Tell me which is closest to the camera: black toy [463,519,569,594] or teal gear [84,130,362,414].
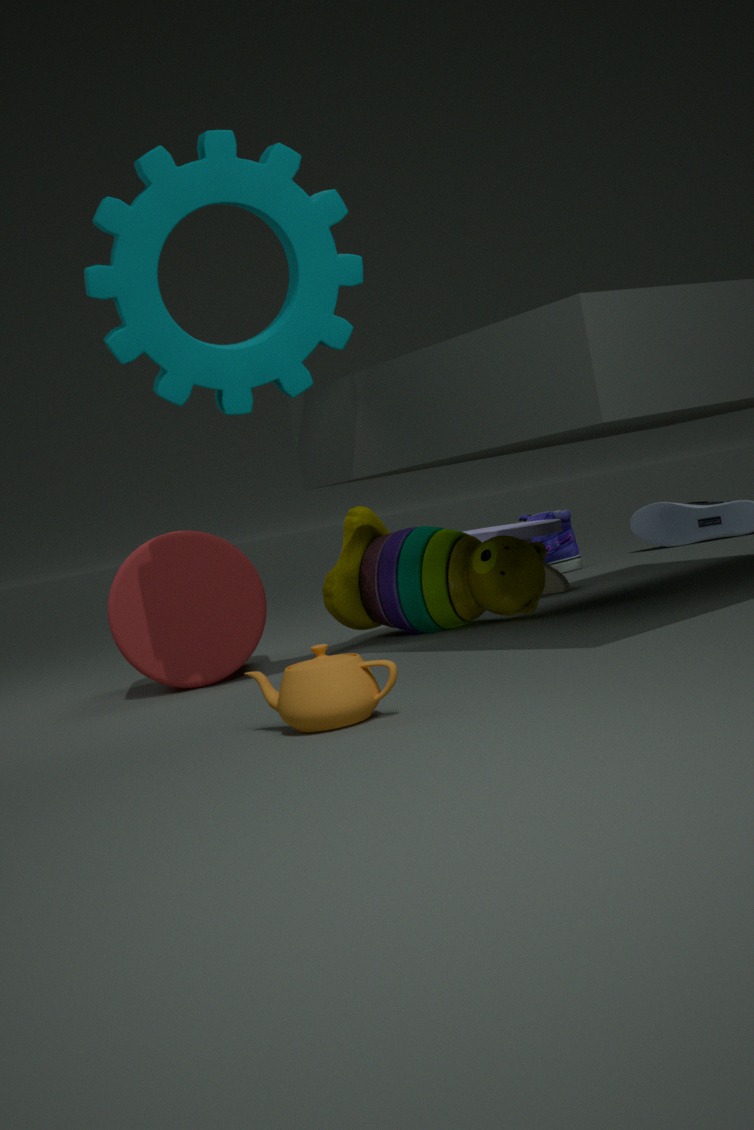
teal gear [84,130,362,414]
